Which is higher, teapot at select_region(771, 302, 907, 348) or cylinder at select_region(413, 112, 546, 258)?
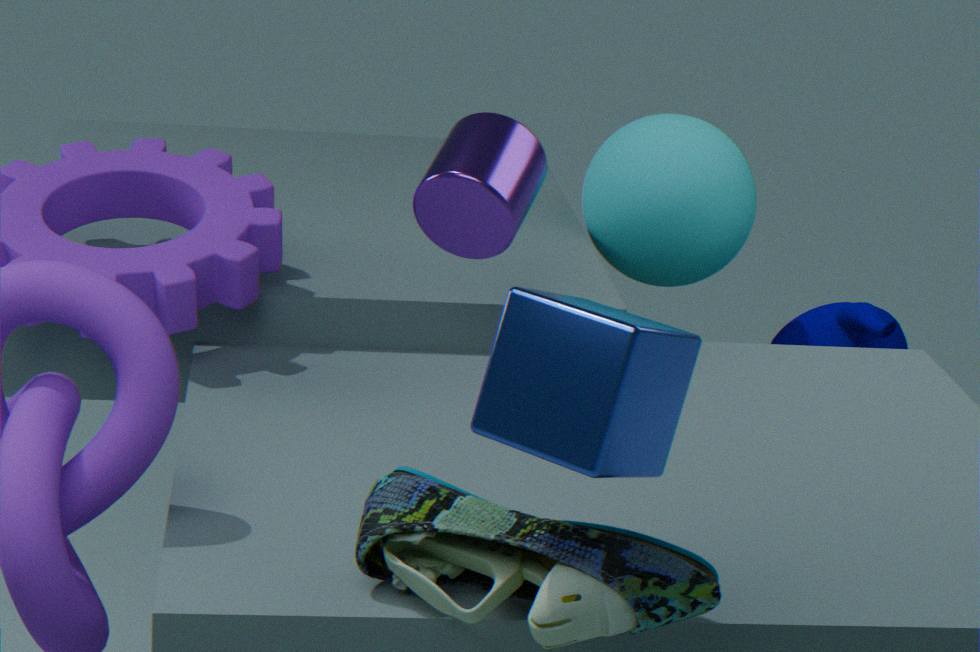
cylinder at select_region(413, 112, 546, 258)
